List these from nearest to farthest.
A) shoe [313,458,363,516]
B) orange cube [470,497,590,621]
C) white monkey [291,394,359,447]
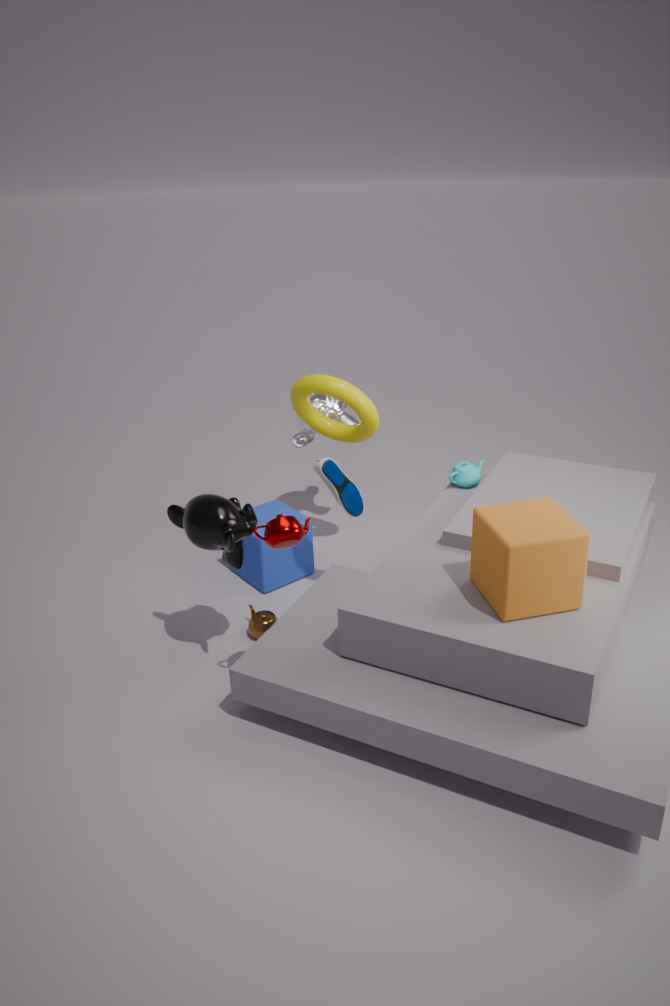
orange cube [470,497,590,621] < shoe [313,458,363,516] < white monkey [291,394,359,447]
